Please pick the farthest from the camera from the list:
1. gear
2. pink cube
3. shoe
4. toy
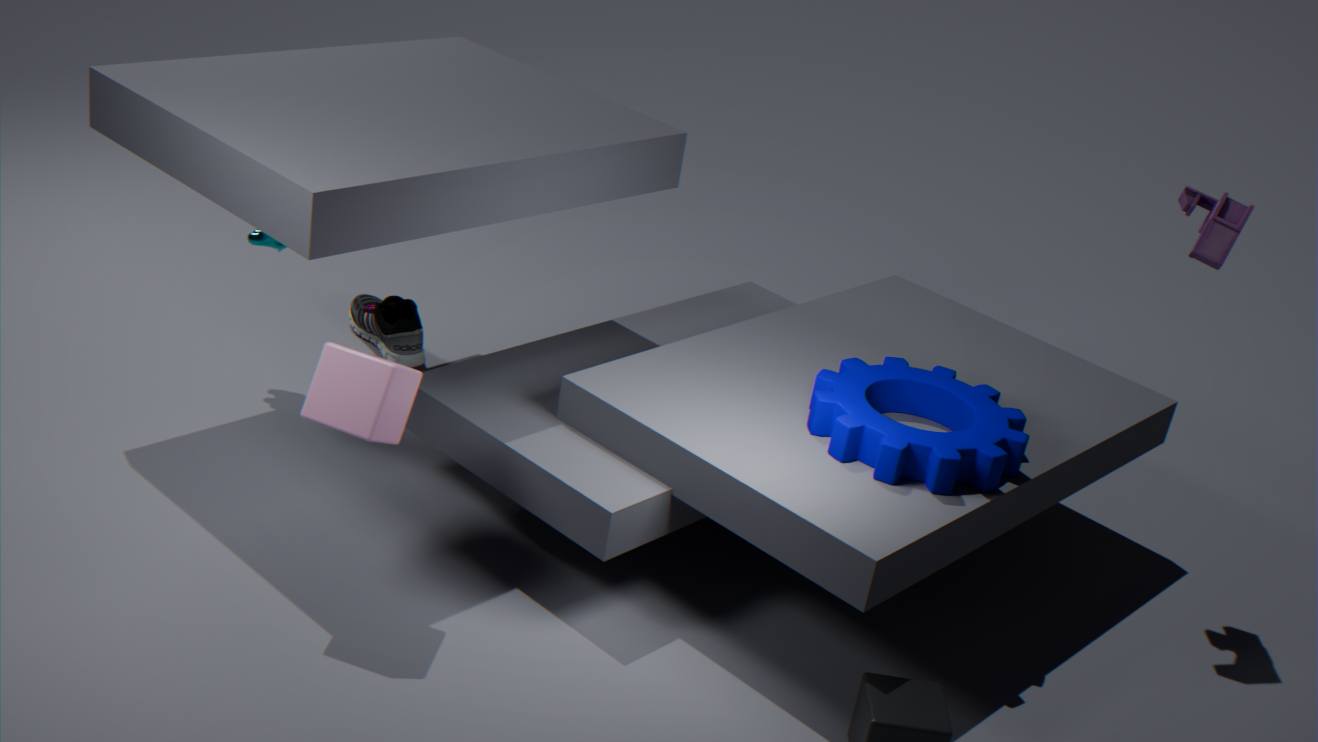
shoe
